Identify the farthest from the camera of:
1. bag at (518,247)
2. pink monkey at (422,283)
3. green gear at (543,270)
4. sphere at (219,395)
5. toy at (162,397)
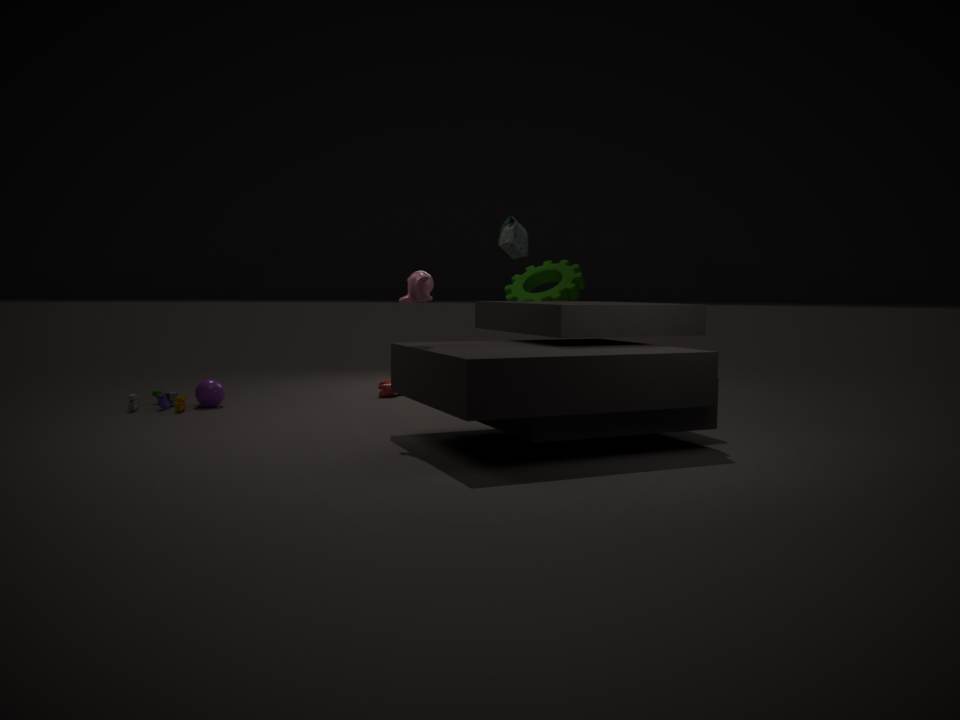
green gear at (543,270)
